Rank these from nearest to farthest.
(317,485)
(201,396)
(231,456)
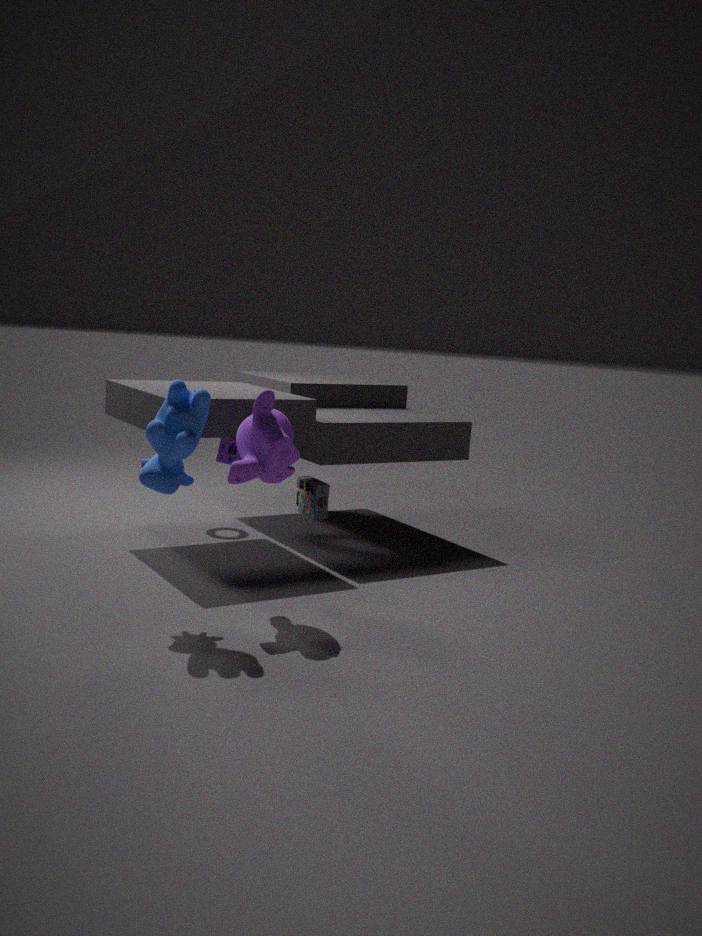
(201,396) → (231,456) → (317,485)
